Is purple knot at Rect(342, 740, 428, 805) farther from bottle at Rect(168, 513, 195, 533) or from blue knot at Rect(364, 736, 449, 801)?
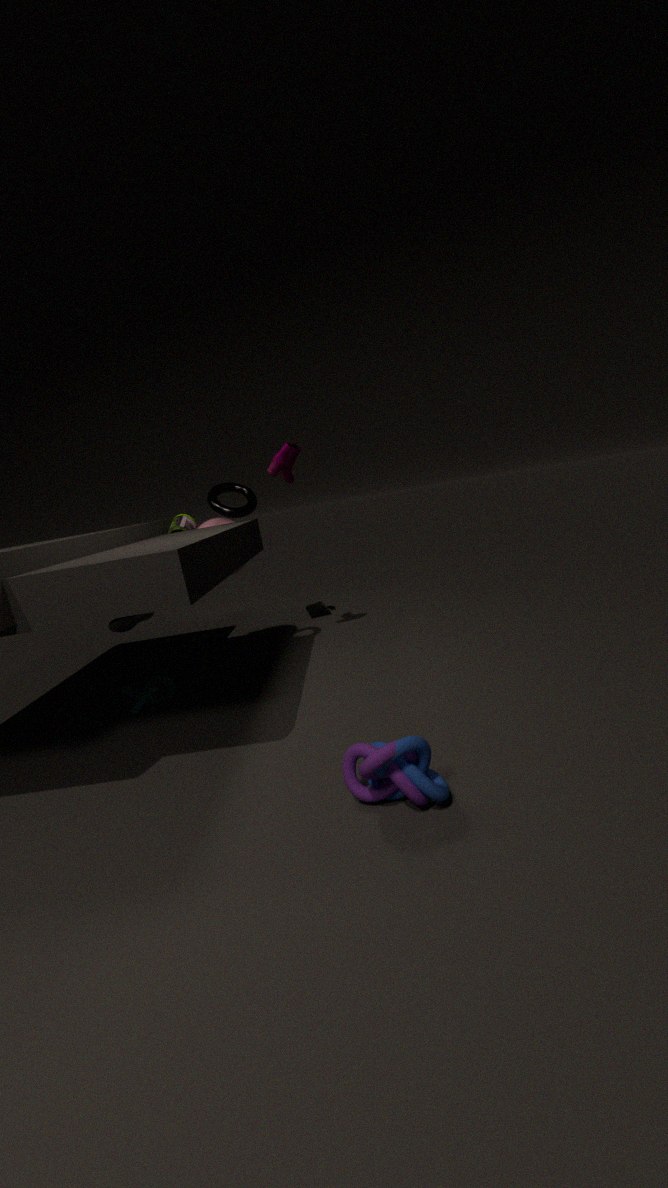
bottle at Rect(168, 513, 195, 533)
